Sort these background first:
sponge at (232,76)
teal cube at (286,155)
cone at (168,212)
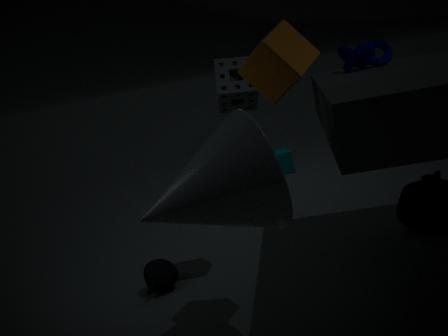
1. teal cube at (286,155)
2. sponge at (232,76)
3. cone at (168,212)
